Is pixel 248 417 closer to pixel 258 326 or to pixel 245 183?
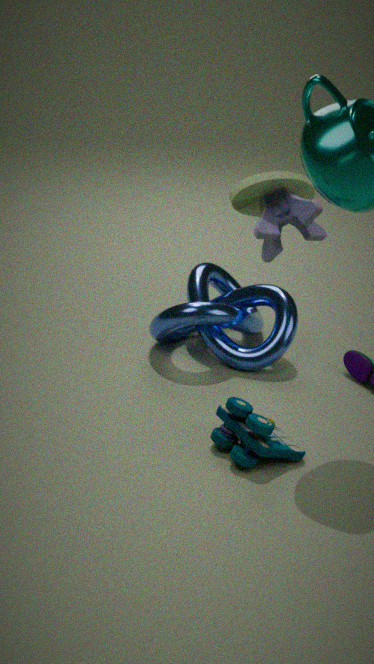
pixel 258 326
